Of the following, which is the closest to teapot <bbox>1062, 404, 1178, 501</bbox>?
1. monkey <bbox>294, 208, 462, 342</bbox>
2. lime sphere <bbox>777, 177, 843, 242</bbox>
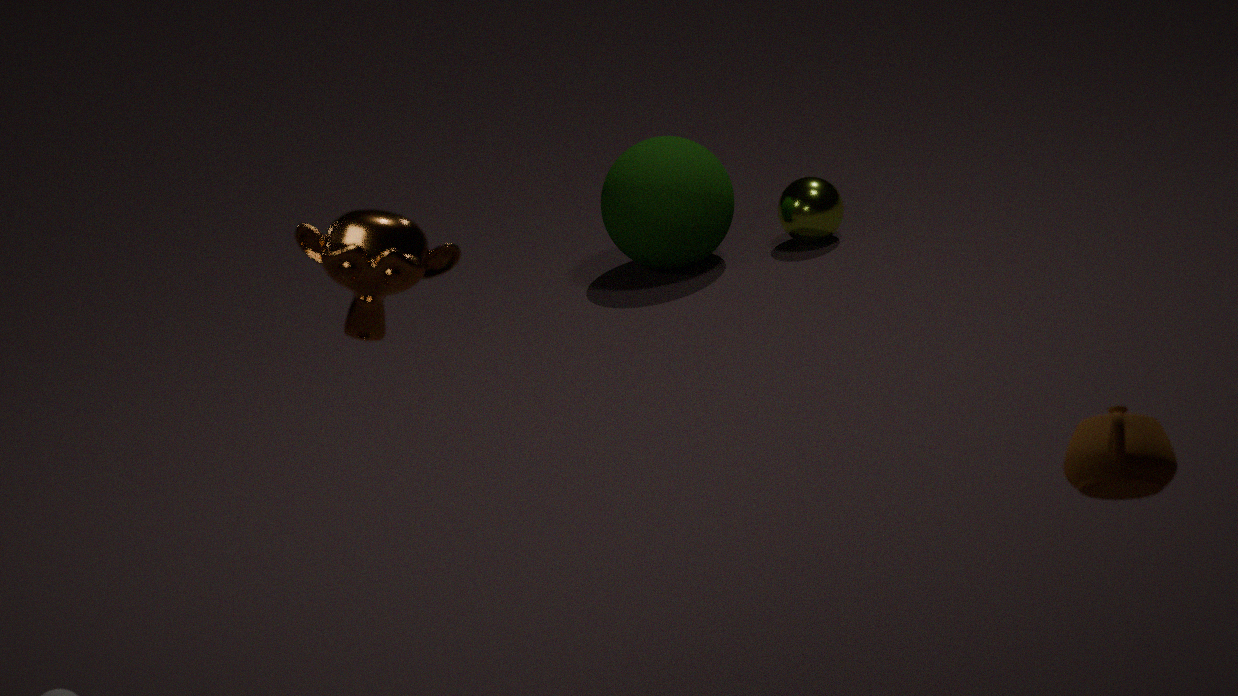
monkey <bbox>294, 208, 462, 342</bbox>
